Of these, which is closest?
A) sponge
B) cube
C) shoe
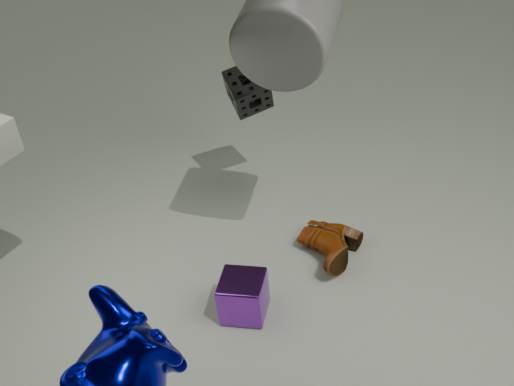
cube
